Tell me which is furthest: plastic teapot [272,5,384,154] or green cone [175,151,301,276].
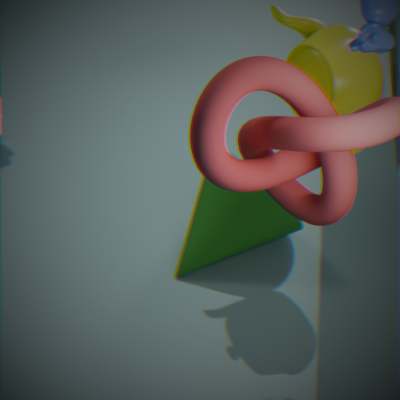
green cone [175,151,301,276]
